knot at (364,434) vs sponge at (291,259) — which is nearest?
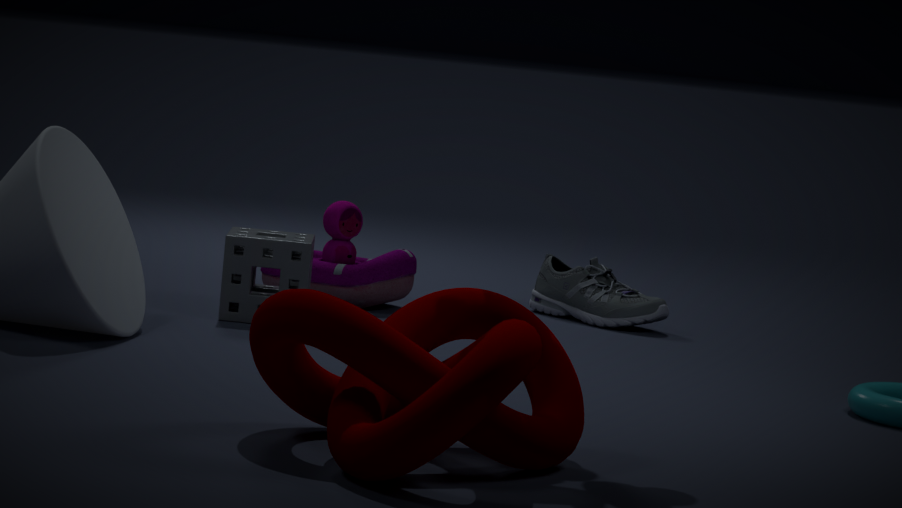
knot at (364,434)
